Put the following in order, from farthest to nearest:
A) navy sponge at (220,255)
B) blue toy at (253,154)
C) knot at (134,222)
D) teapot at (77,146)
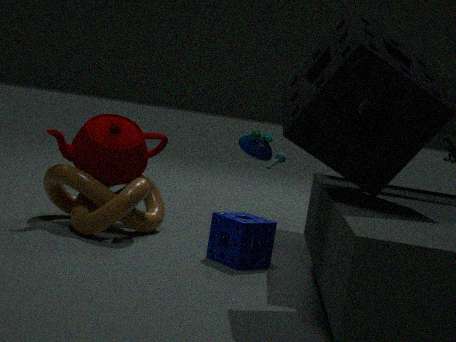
blue toy at (253,154), teapot at (77,146), knot at (134,222), navy sponge at (220,255)
